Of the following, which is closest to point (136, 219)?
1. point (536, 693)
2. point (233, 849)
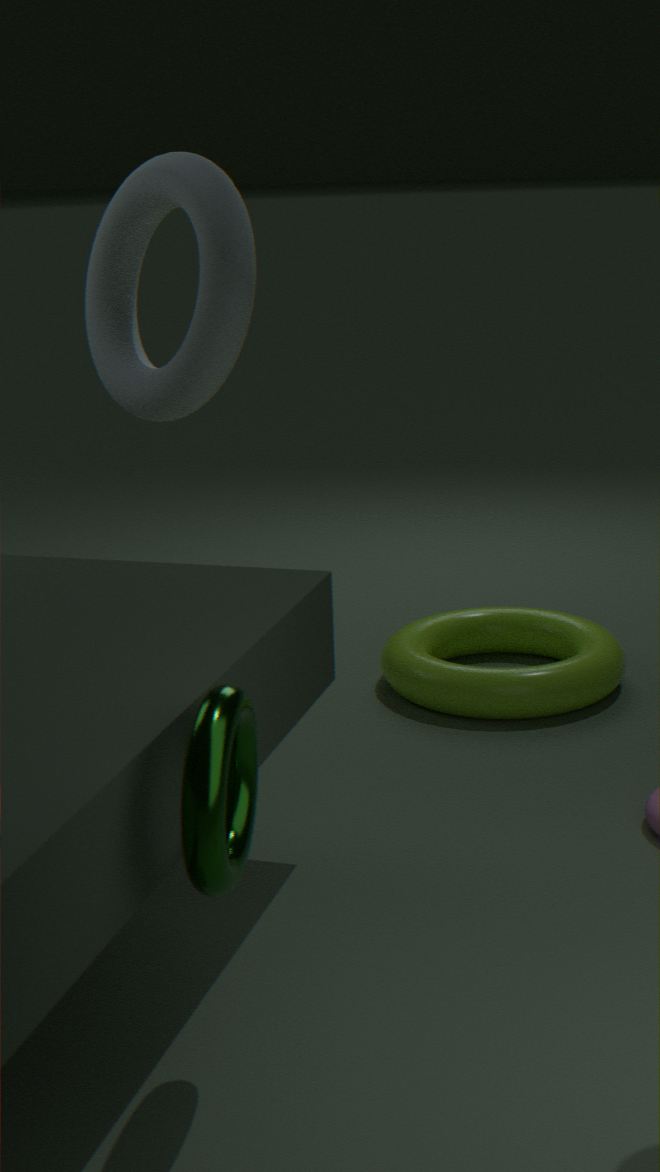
point (536, 693)
